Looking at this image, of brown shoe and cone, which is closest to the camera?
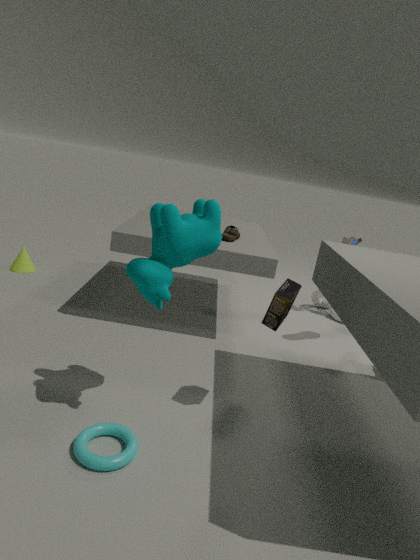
brown shoe
